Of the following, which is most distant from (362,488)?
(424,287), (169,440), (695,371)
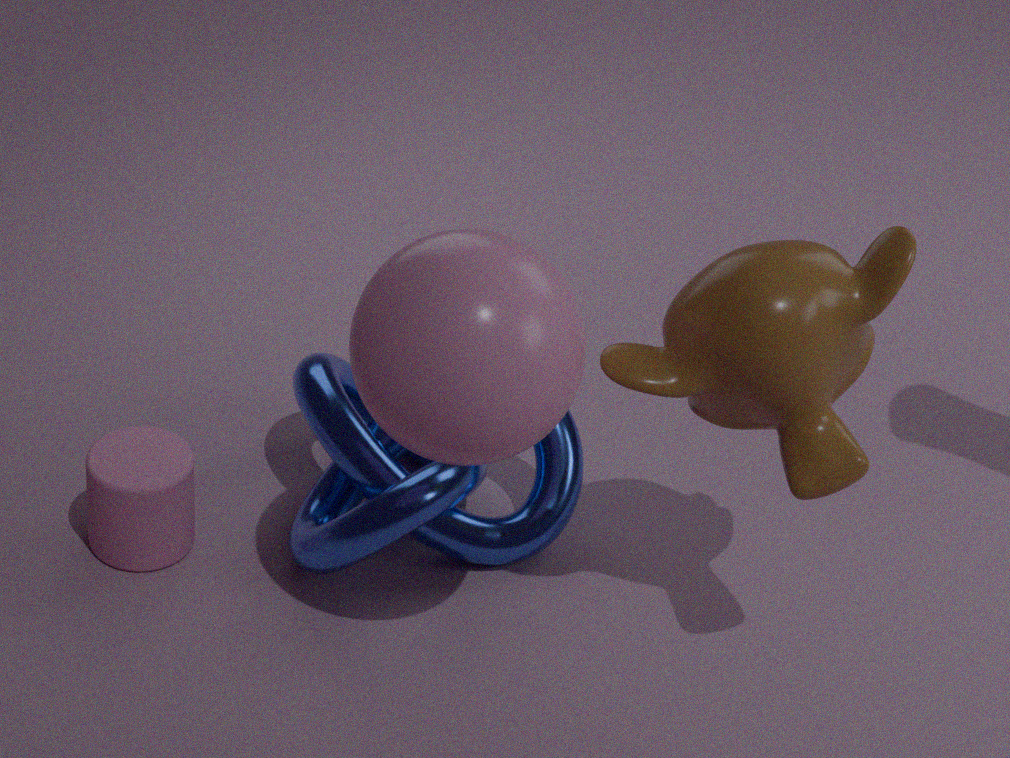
(695,371)
